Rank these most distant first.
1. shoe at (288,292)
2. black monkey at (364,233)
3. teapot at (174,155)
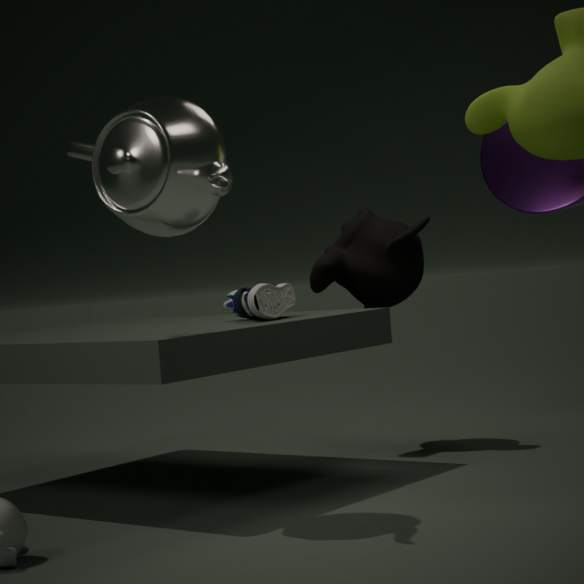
black monkey at (364,233), shoe at (288,292), teapot at (174,155)
